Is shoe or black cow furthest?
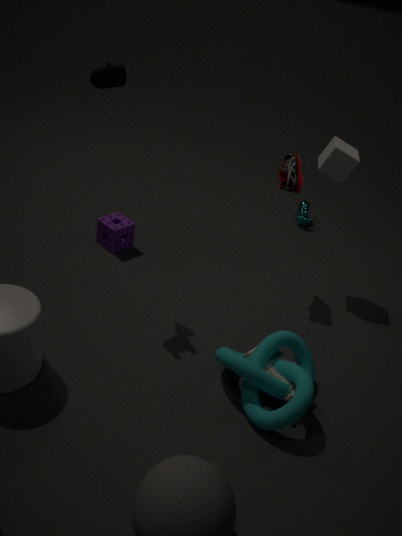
shoe
